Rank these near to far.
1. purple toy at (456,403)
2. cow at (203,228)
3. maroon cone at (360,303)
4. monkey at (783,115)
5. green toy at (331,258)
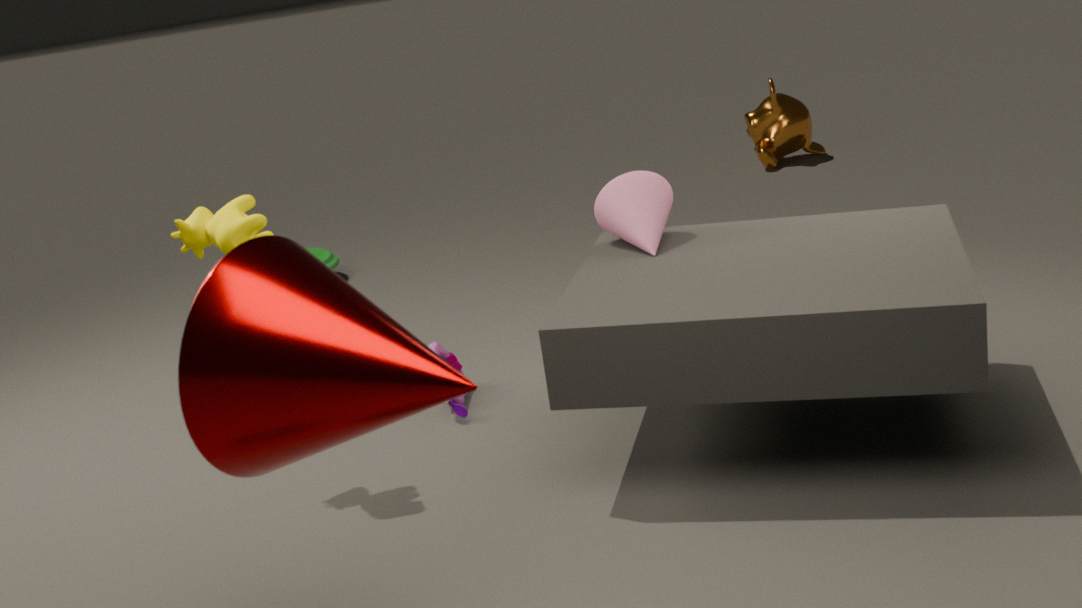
maroon cone at (360,303) < cow at (203,228) < purple toy at (456,403) < green toy at (331,258) < monkey at (783,115)
